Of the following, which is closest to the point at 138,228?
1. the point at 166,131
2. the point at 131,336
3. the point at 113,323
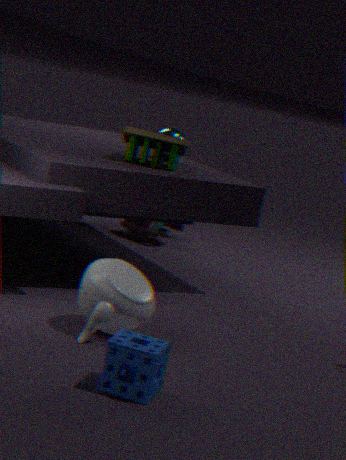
the point at 166,131
